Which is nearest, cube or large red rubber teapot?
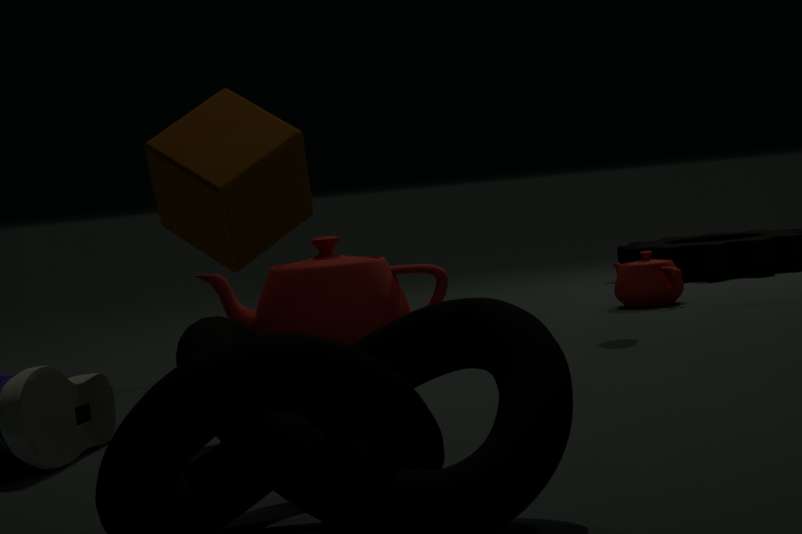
cube
